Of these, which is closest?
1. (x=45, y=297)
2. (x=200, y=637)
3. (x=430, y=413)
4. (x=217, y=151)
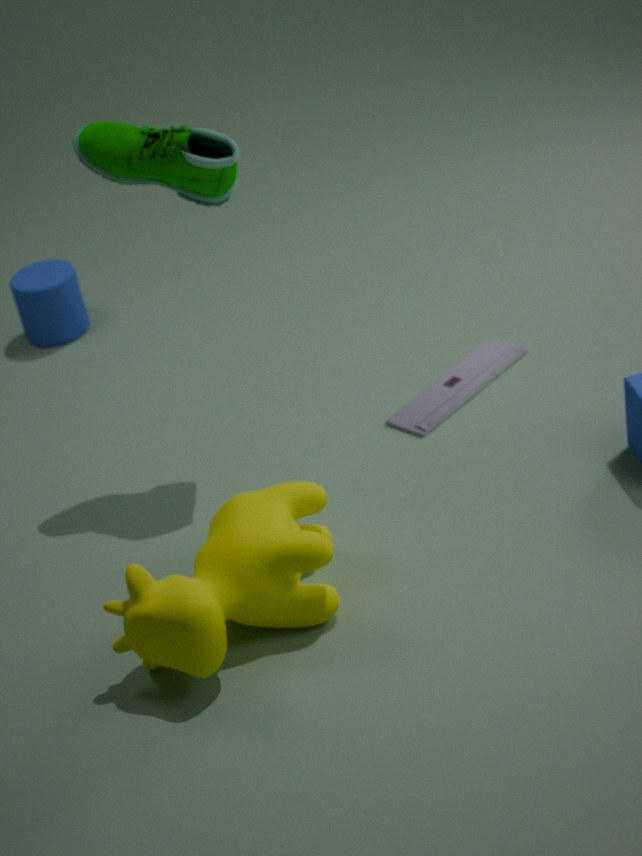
(x=200, y=637)
